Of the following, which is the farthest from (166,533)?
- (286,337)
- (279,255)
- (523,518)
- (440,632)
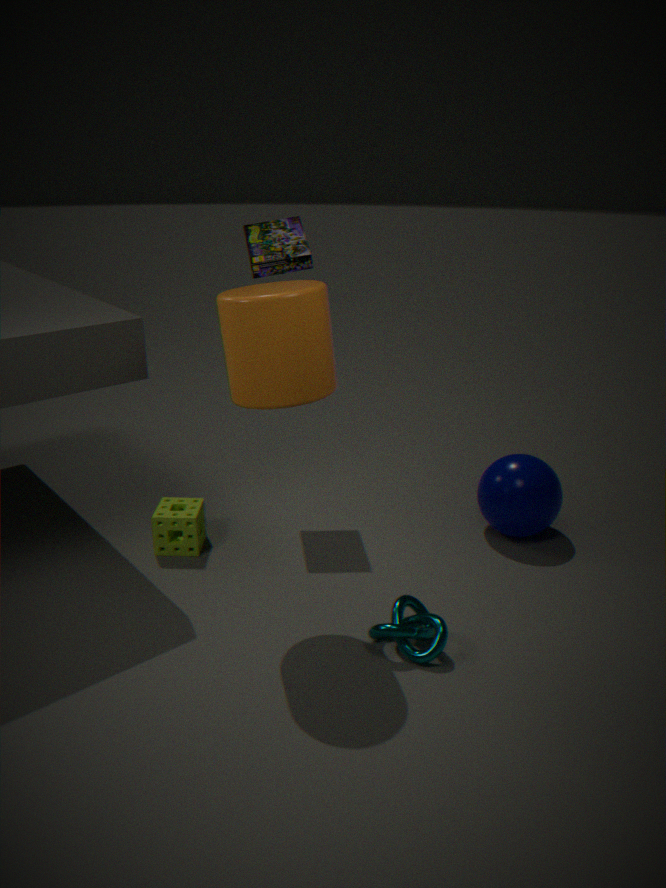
(523,518)
